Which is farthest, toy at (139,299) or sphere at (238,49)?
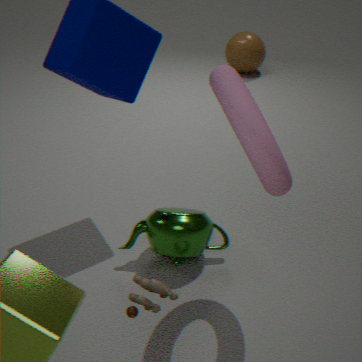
sphere at (238,49)
